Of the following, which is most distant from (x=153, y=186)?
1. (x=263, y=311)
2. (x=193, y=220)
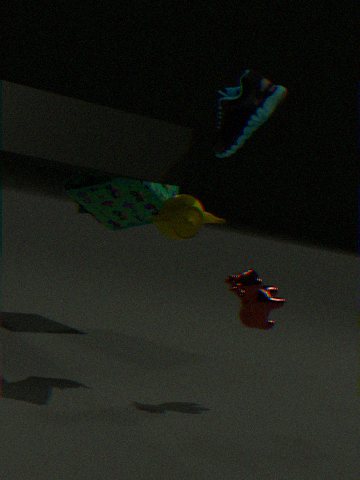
(x=263, y=311)
